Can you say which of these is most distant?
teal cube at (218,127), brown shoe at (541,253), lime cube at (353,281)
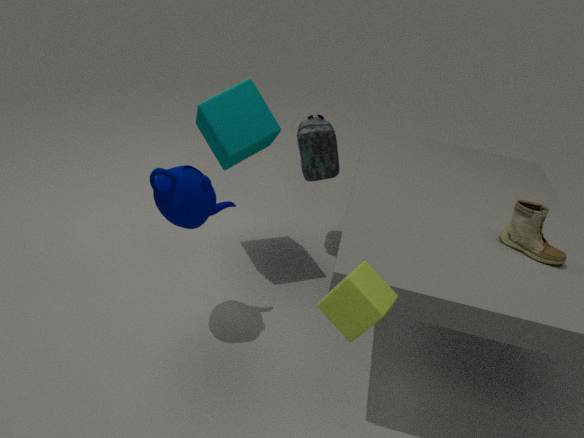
teal cube at (218,127)
